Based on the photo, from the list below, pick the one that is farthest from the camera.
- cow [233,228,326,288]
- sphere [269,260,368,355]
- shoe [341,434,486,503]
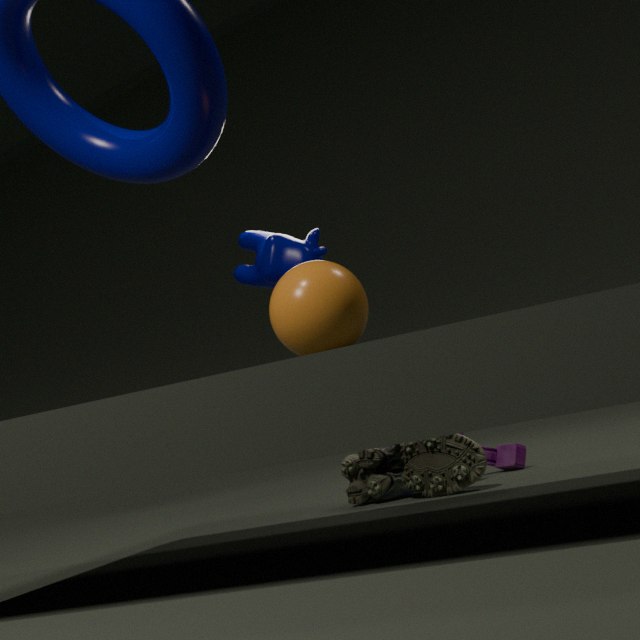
cow [233,228,326,288]
